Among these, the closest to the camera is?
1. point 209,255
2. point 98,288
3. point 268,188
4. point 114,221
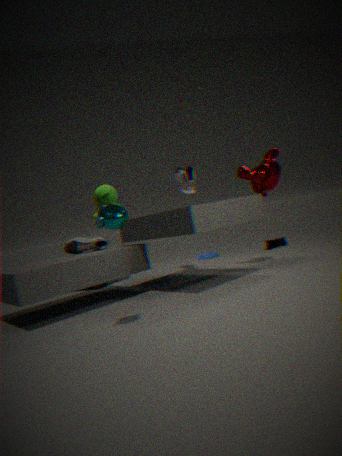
point 114,221
